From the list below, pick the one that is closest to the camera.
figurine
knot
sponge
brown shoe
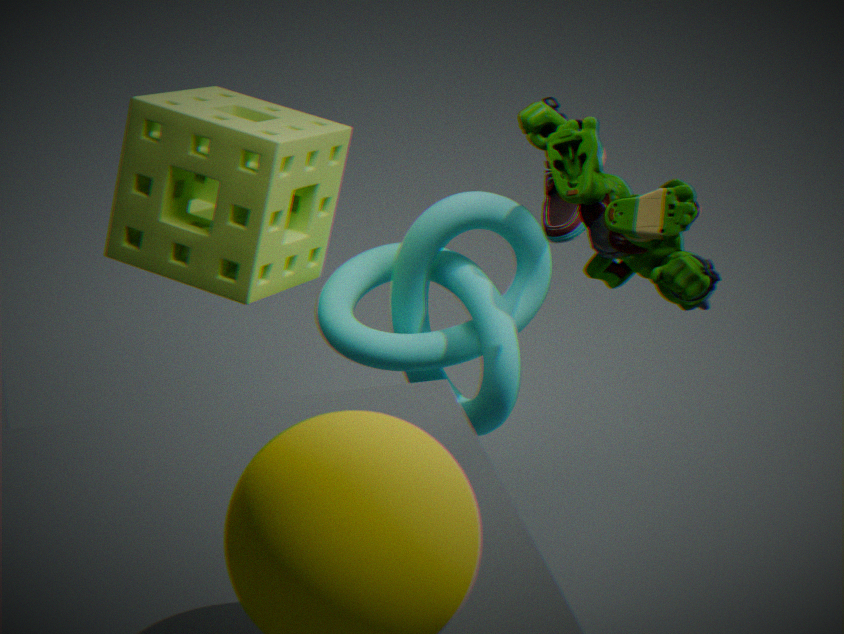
figurine
